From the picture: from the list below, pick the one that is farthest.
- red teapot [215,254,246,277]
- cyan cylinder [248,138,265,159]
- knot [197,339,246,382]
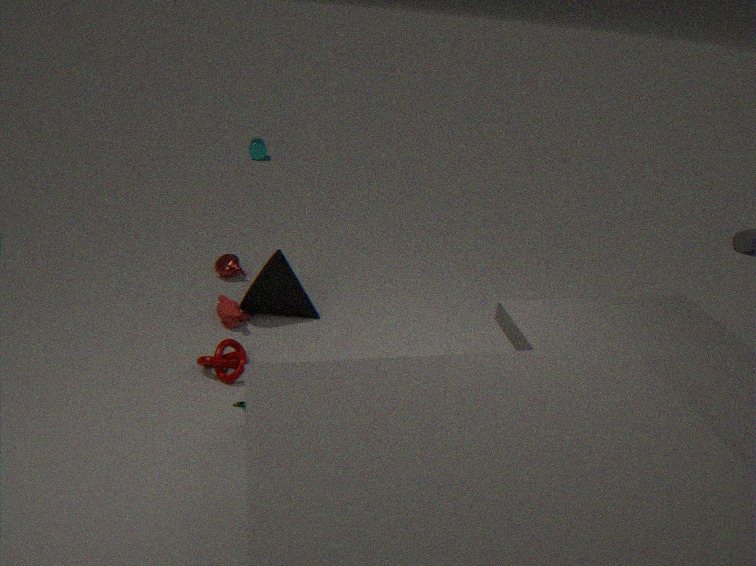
cyan cylinder [248,138,265,159]
